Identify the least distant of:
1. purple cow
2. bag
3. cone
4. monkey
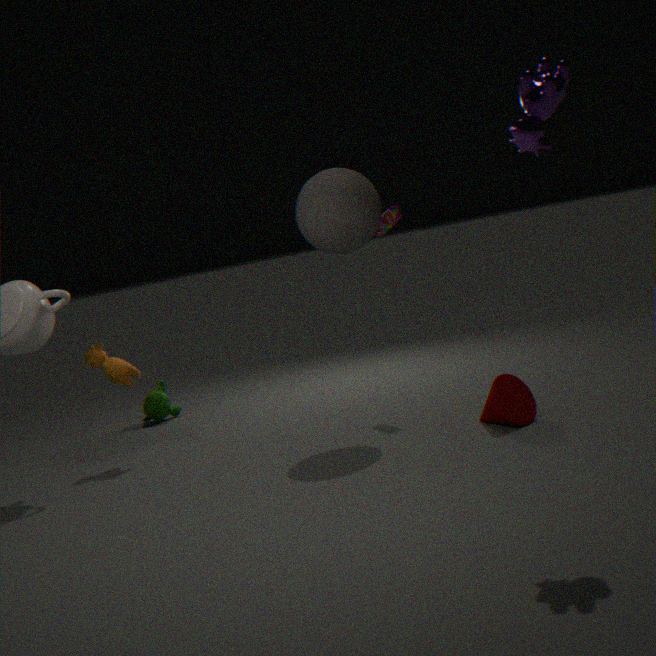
purple cow
